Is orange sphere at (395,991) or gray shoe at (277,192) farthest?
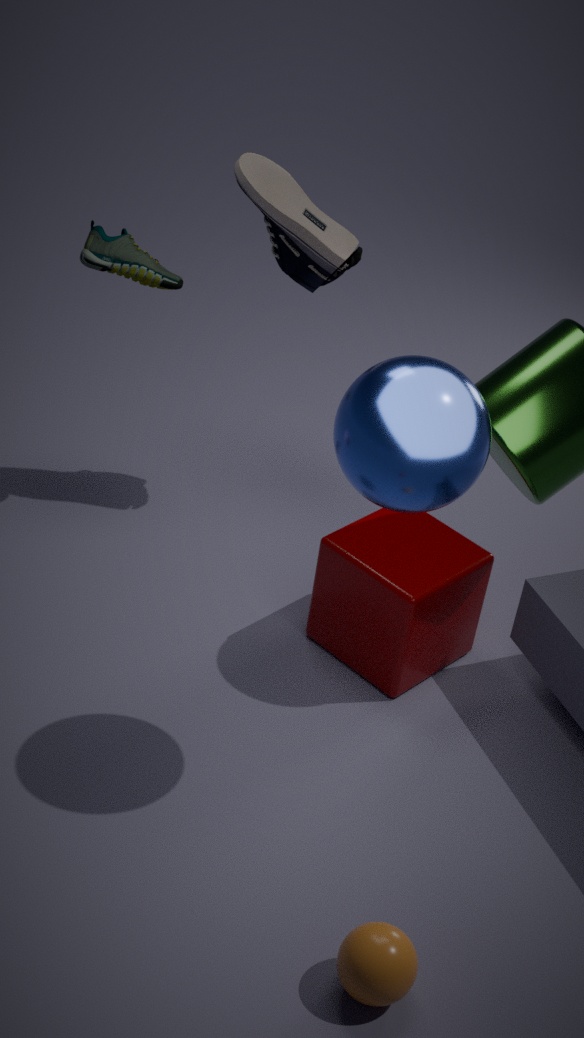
gray shoe at (277,192)
